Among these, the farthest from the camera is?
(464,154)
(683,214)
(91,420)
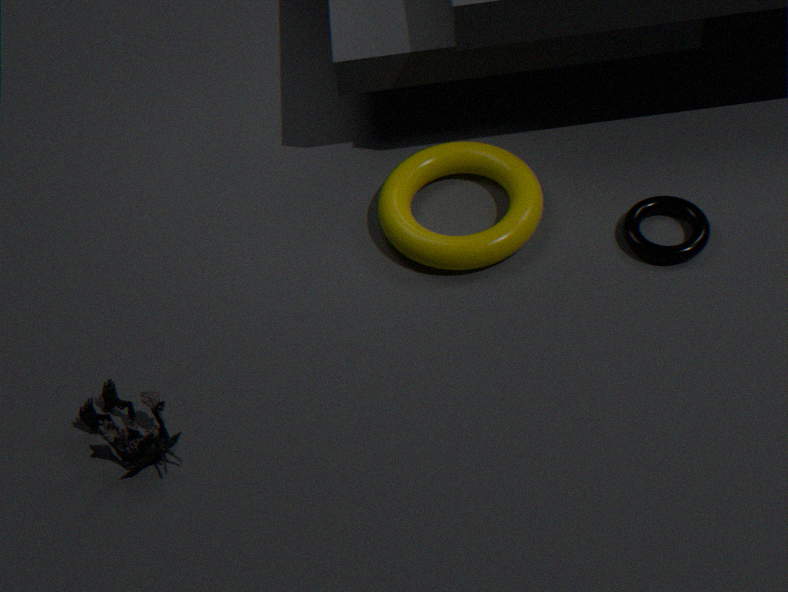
(464,154)
